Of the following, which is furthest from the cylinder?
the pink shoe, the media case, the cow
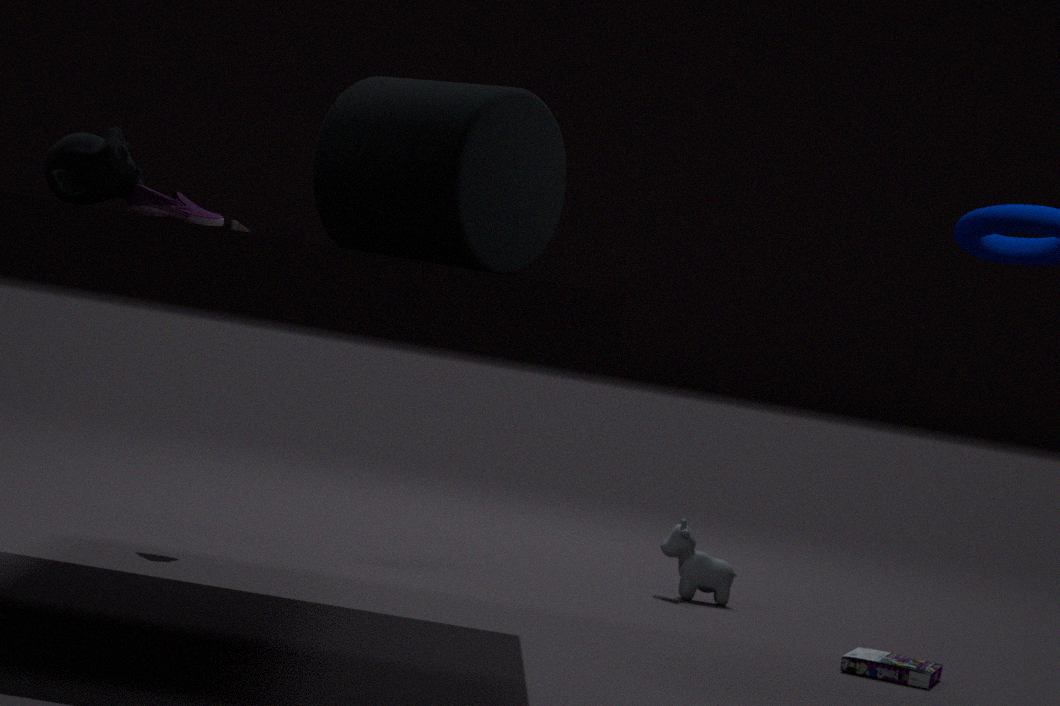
the cow
